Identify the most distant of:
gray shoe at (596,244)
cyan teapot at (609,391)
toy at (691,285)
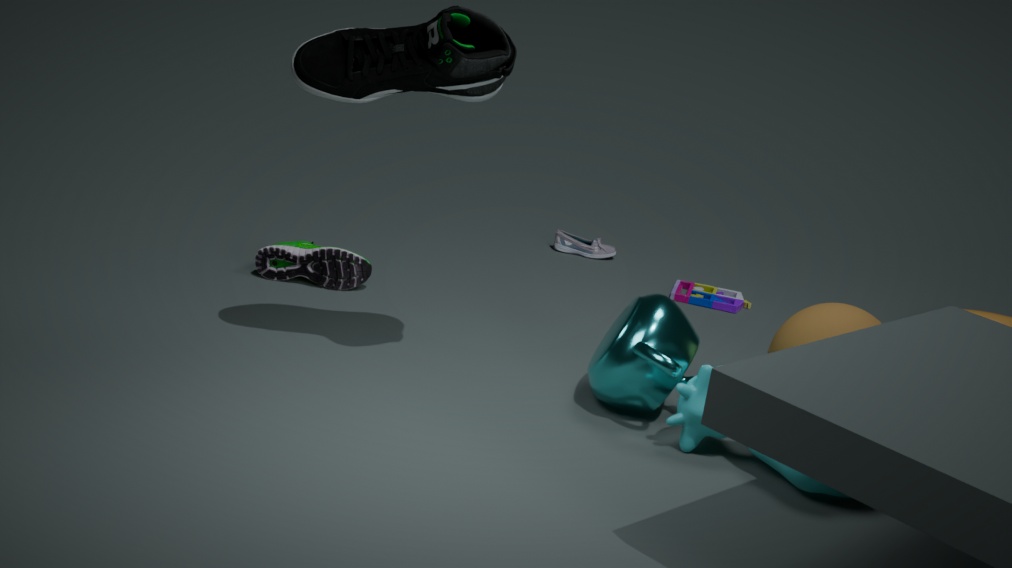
gray shoe at (596,244)
